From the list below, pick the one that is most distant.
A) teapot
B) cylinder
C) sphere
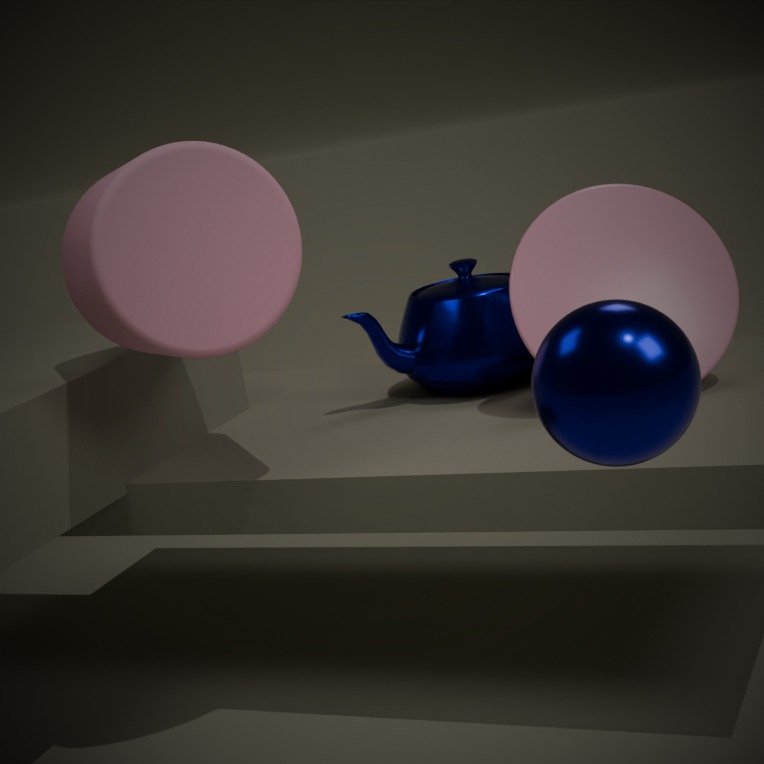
teapot
